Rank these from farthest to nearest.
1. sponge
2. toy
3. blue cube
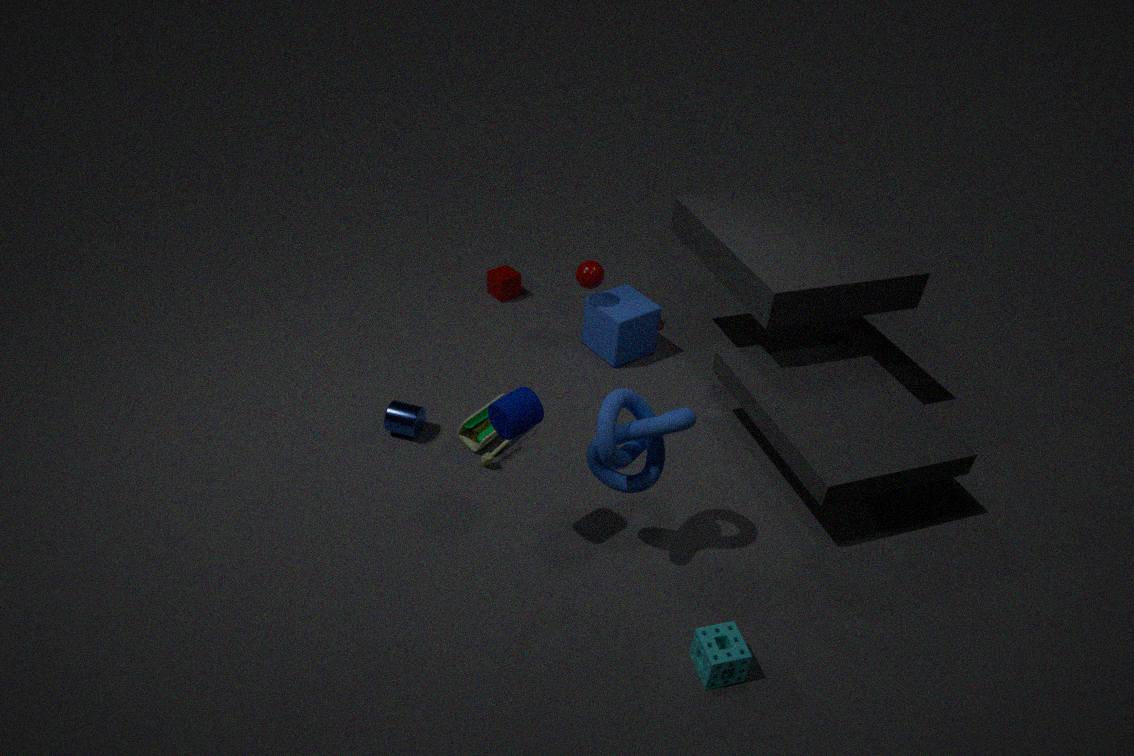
blue cube, toy, sponge
